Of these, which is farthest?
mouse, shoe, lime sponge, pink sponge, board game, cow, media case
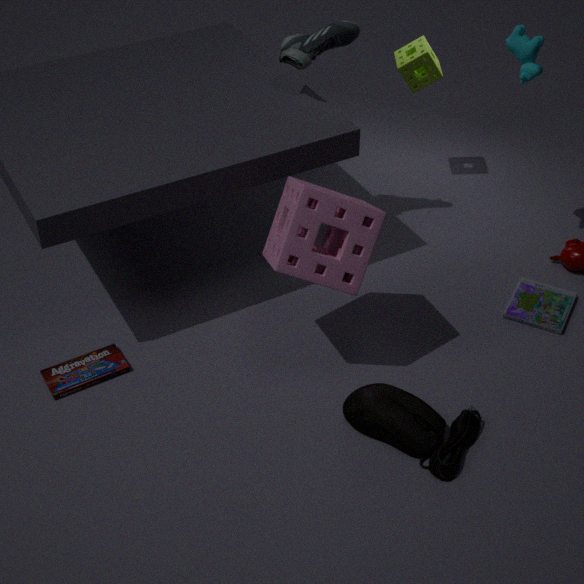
lime sponge
